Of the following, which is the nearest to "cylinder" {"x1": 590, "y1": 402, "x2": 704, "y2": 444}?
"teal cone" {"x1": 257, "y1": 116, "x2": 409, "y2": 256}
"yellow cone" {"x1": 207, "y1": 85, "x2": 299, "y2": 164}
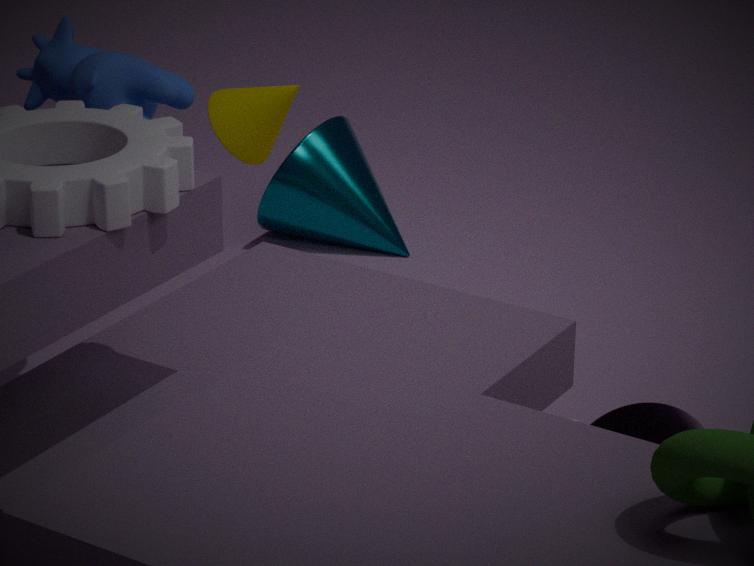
"yellow cone" {"x1": 207, "y1": 85, "x2": 299, "y2": 164}
